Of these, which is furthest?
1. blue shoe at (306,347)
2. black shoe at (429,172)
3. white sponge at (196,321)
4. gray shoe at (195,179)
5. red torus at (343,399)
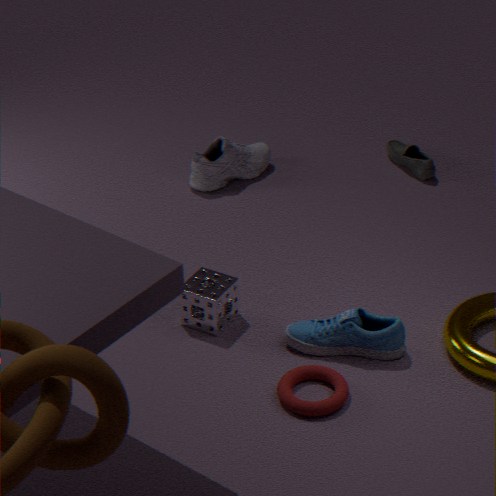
black shoe at (429,172)
